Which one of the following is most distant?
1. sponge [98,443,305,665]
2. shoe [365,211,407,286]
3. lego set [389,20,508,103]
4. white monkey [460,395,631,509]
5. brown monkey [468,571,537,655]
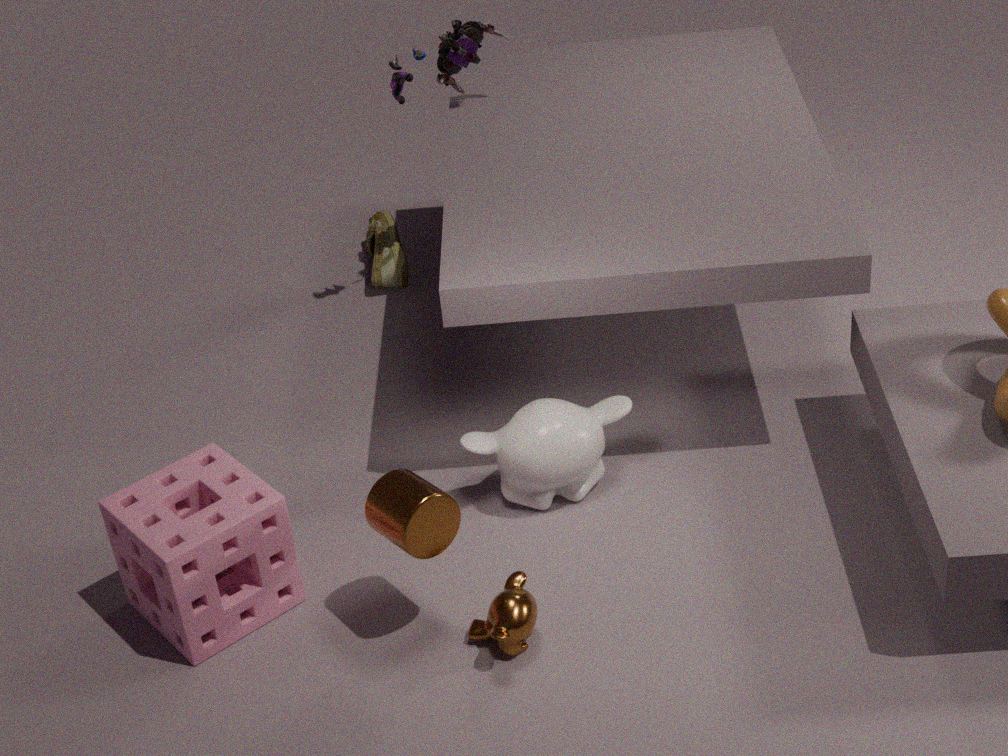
shoe [365,211,407,286]
